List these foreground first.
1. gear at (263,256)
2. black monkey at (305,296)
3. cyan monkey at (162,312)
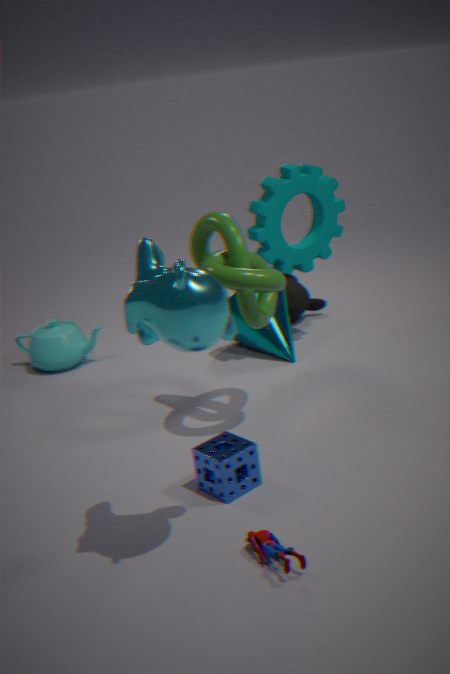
1. cyan monkey at (162,312)
2. gear at (263,256)
3. black monkey at (305,296)
